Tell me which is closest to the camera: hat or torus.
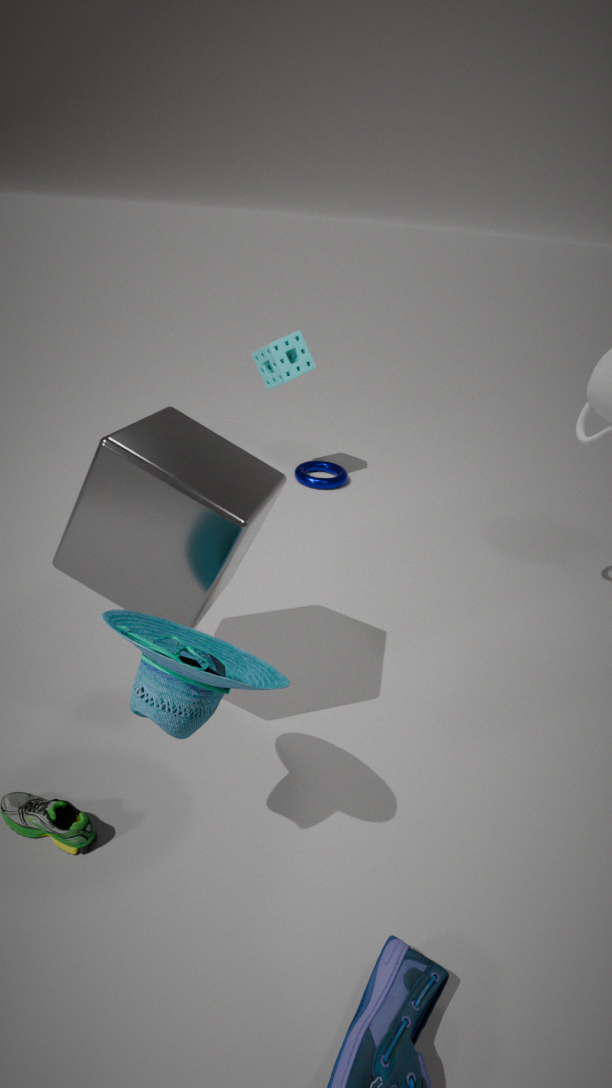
hat
